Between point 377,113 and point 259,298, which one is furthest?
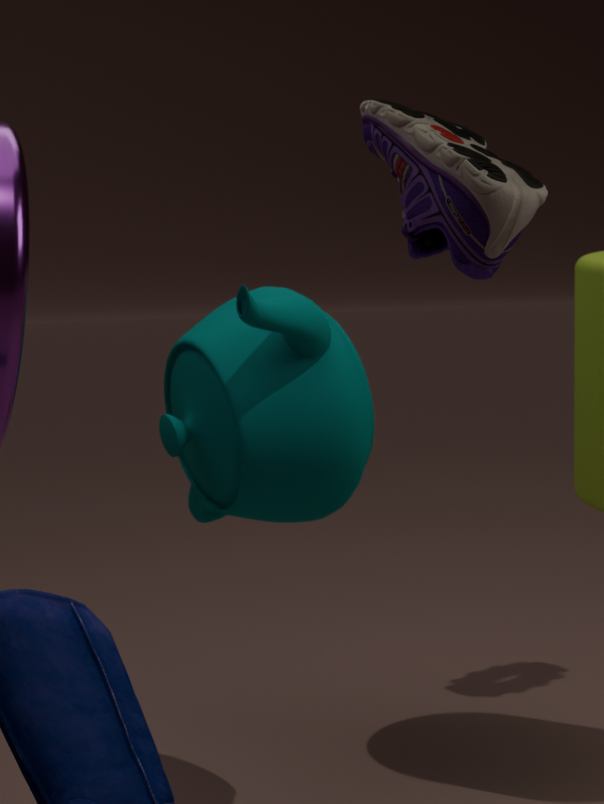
point 259,298
